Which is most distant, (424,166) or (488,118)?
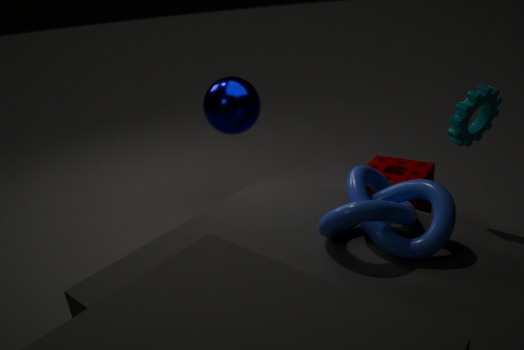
(424,166)
